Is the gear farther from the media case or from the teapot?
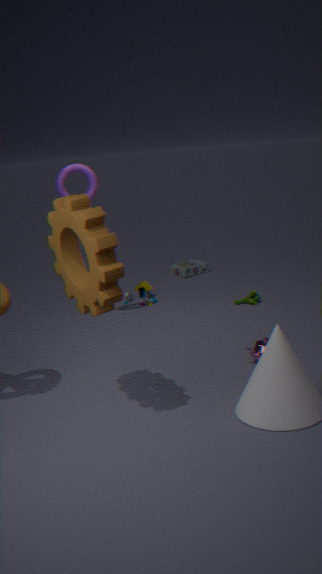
the media case
